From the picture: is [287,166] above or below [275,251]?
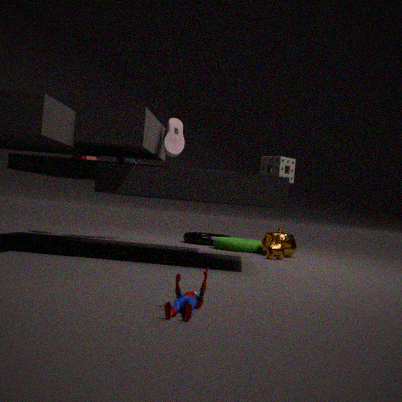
above
